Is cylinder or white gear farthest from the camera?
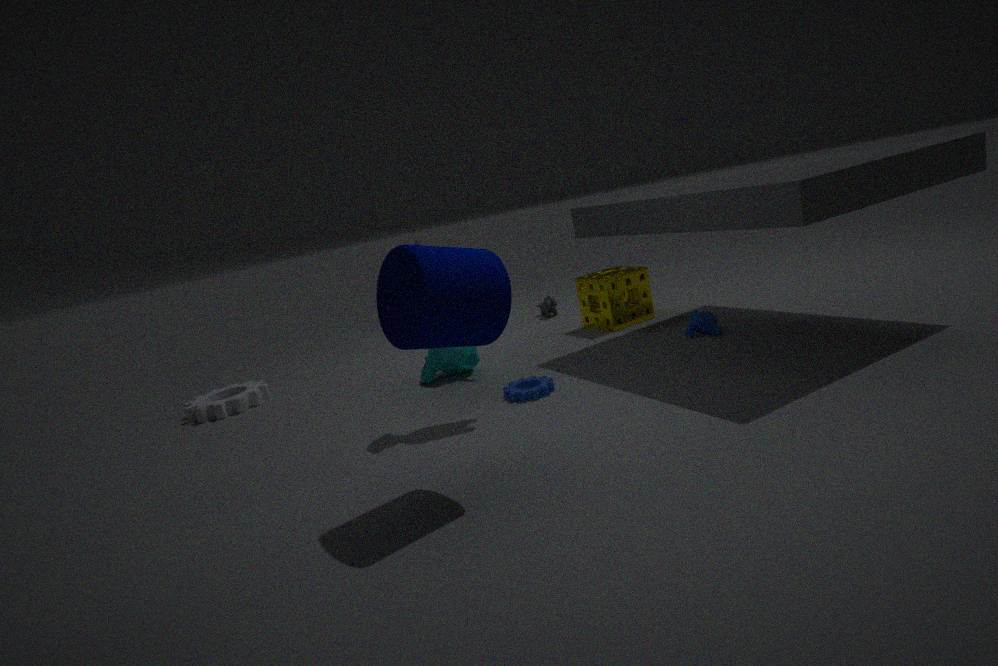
white gear
